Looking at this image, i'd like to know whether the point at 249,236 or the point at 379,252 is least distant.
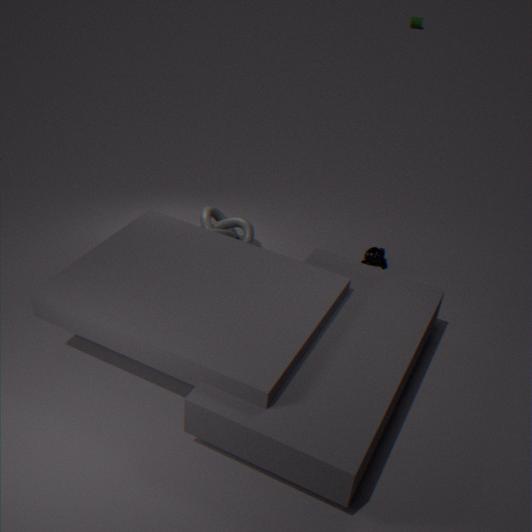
the point at 249,236
